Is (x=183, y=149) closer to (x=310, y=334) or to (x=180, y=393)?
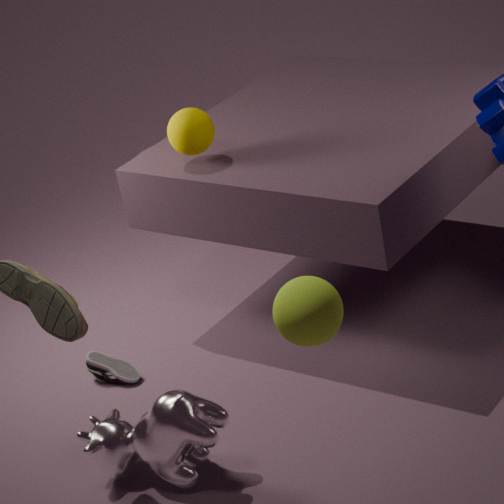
(x=180, y=393)
